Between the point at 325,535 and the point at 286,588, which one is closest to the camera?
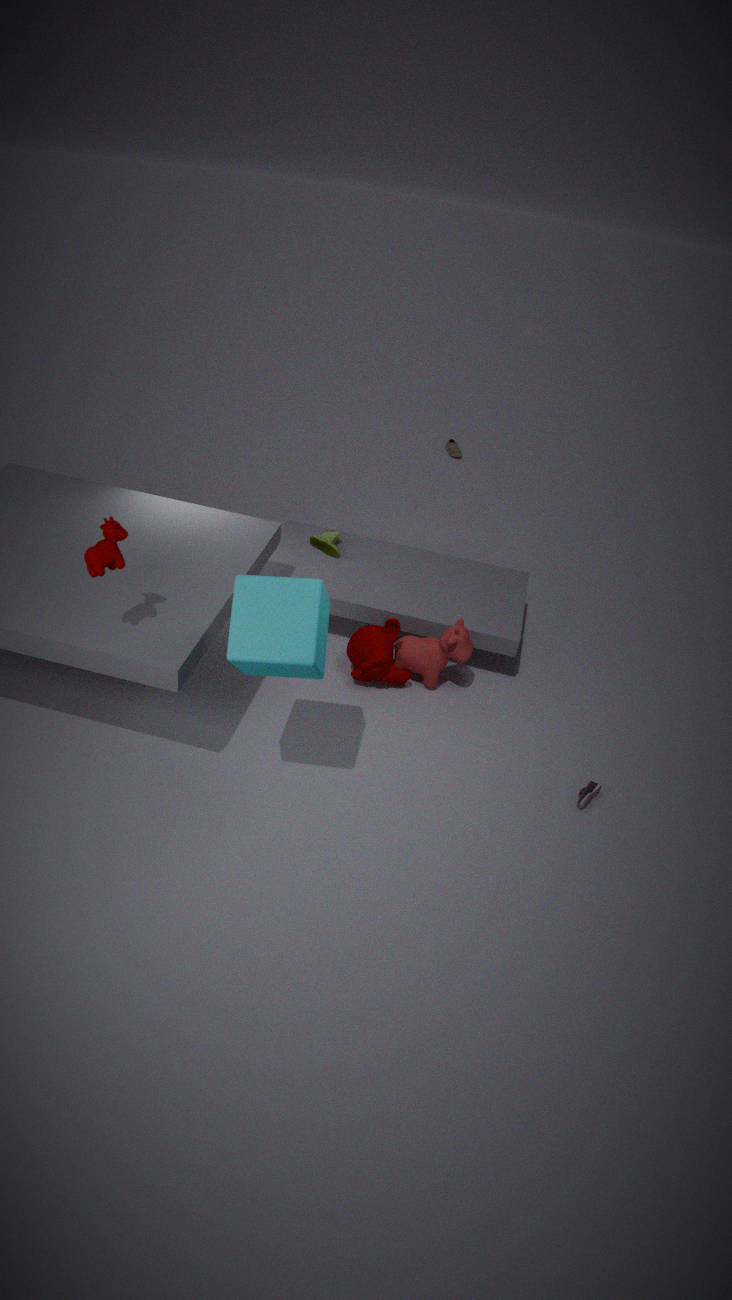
the point at 286,588
